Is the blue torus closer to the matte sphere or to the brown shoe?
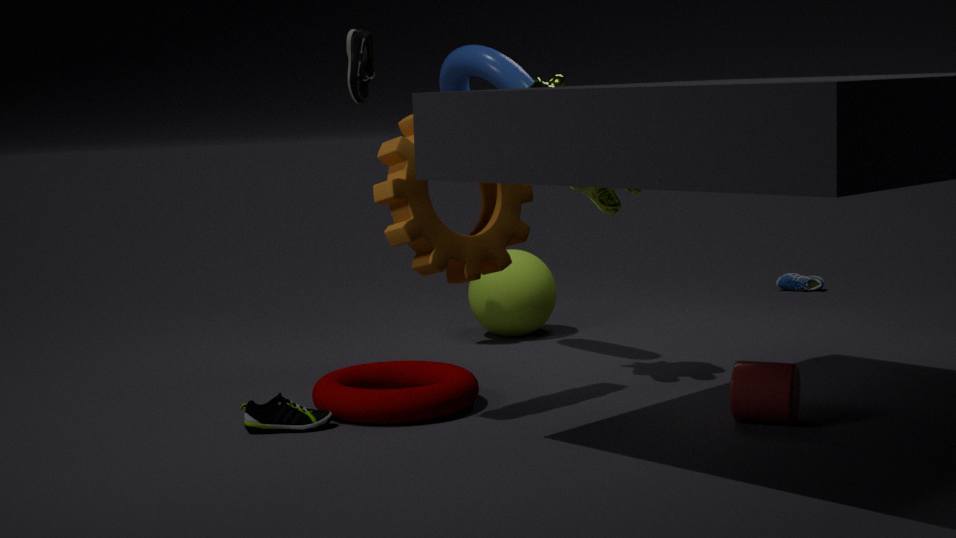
the matte sphere
